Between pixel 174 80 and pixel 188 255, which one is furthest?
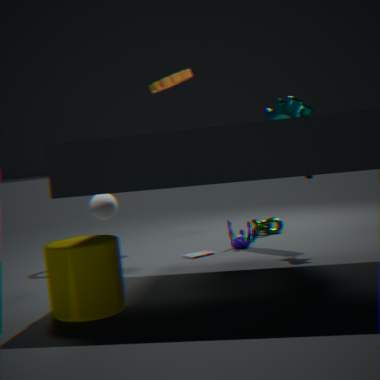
pixel 188 255
